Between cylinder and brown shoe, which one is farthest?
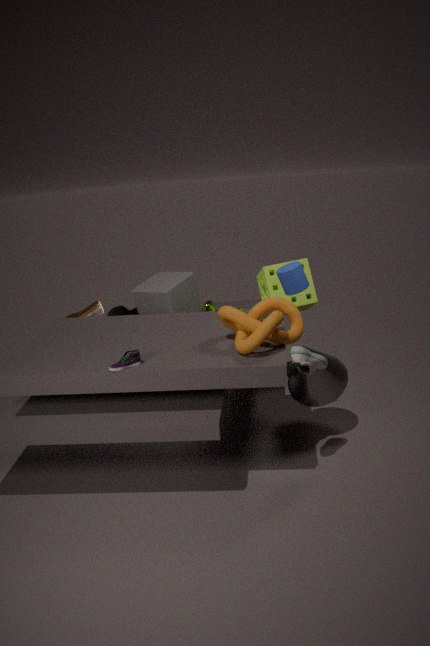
brown shoe
